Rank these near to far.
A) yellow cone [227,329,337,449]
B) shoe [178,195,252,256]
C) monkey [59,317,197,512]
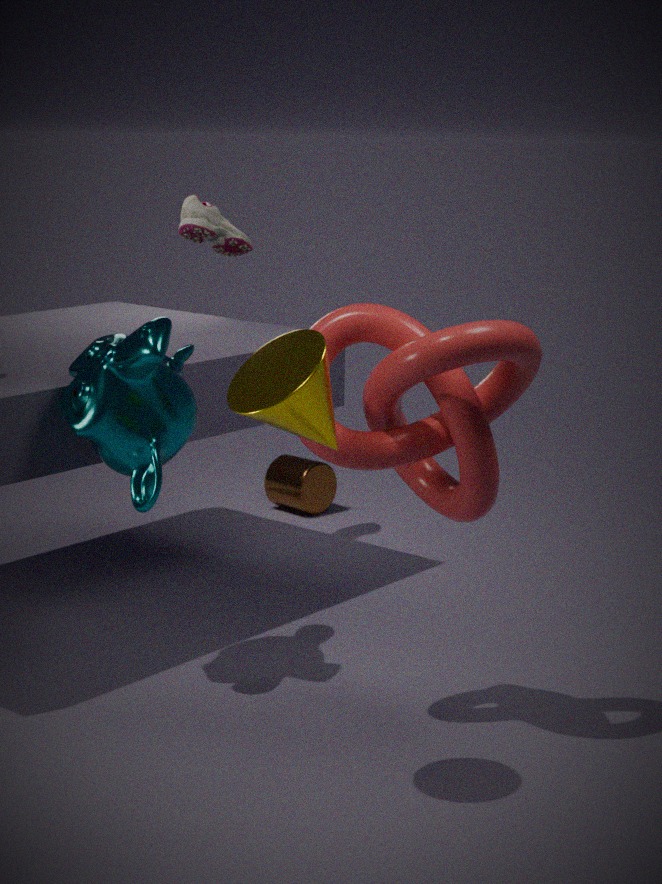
yellow cone [227,329,337,449] < monkey [59,317,197,512] < shoe [178,195,252,256]
